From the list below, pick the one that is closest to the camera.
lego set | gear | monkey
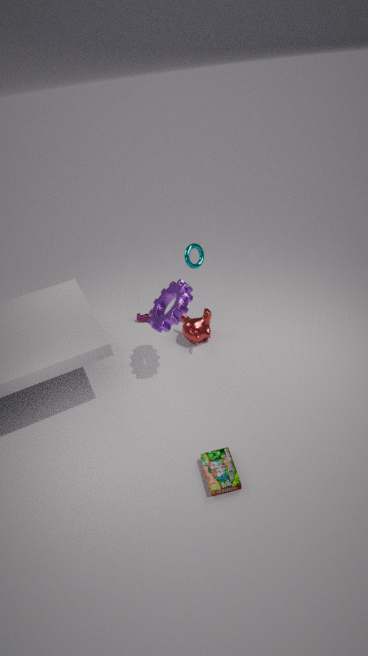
lego set
